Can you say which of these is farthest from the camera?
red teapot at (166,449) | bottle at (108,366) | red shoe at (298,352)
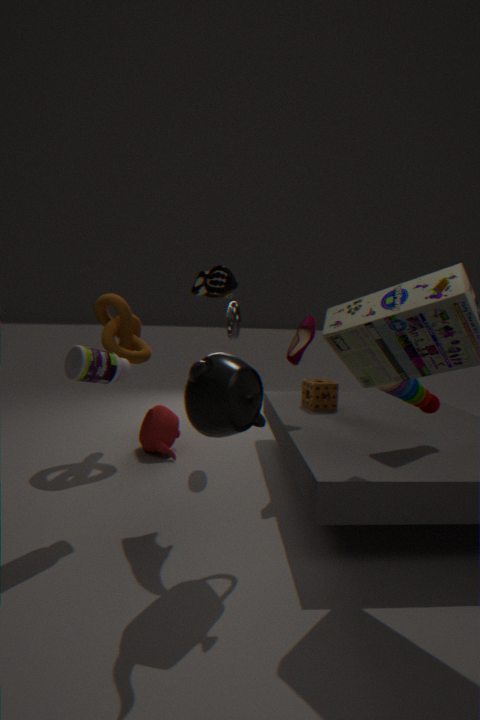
red teapot at (166,449)
